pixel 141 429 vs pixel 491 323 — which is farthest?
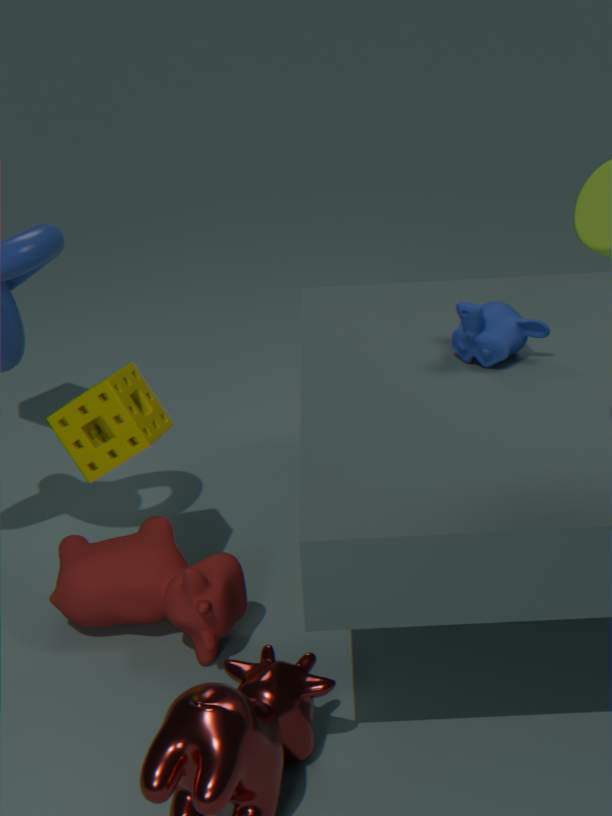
pixel 141 429
